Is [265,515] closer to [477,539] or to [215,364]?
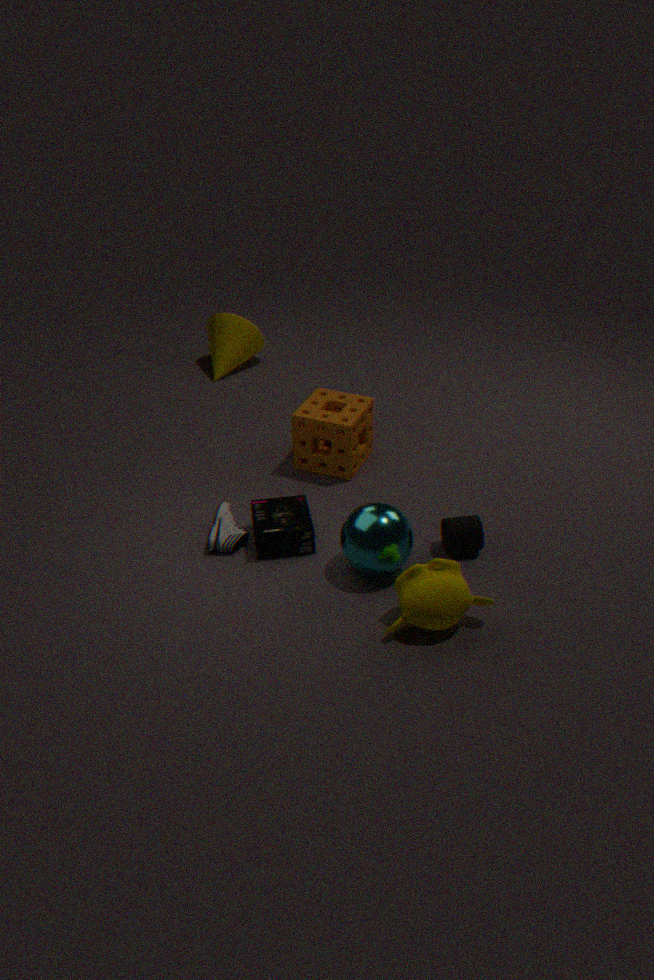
[477,539]
